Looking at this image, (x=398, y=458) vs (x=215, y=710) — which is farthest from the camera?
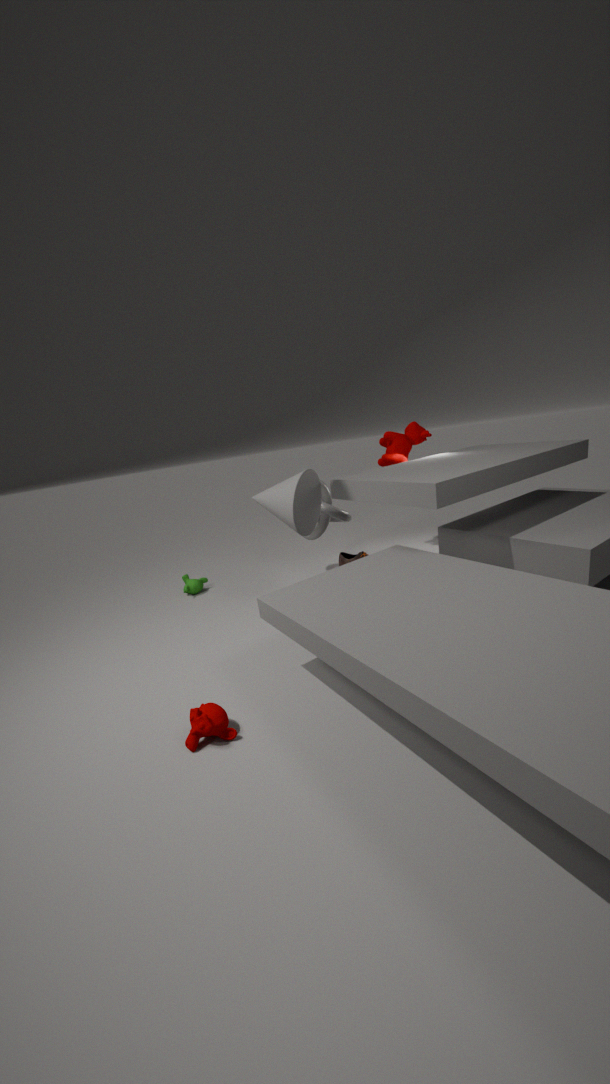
(x=398, y=458)
